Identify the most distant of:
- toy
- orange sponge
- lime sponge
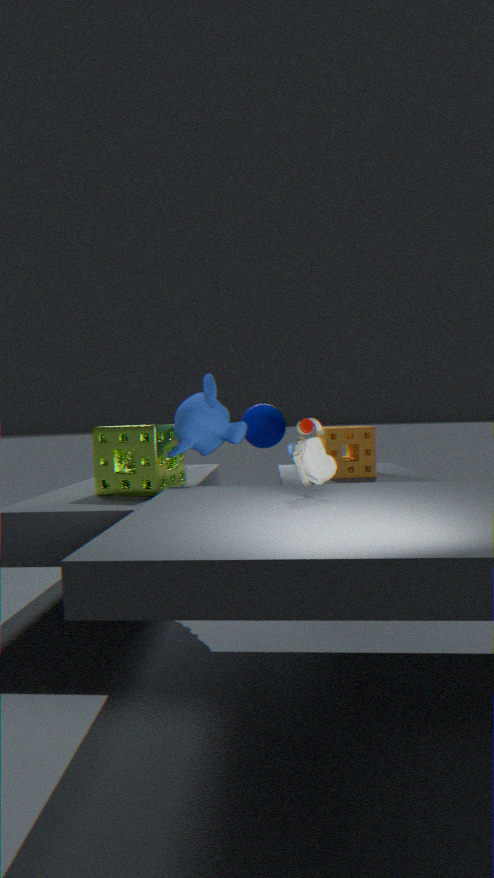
orange sponge
